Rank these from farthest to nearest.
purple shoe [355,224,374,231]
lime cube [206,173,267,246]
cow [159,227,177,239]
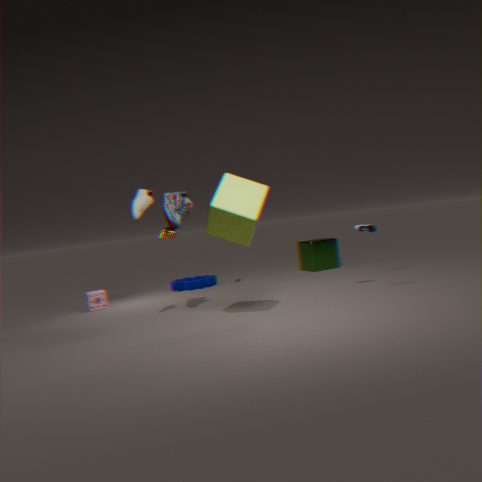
cow [159,227,177,239]
purple shoe [355,224,374,231]
lime cube [206,173,267,246]
